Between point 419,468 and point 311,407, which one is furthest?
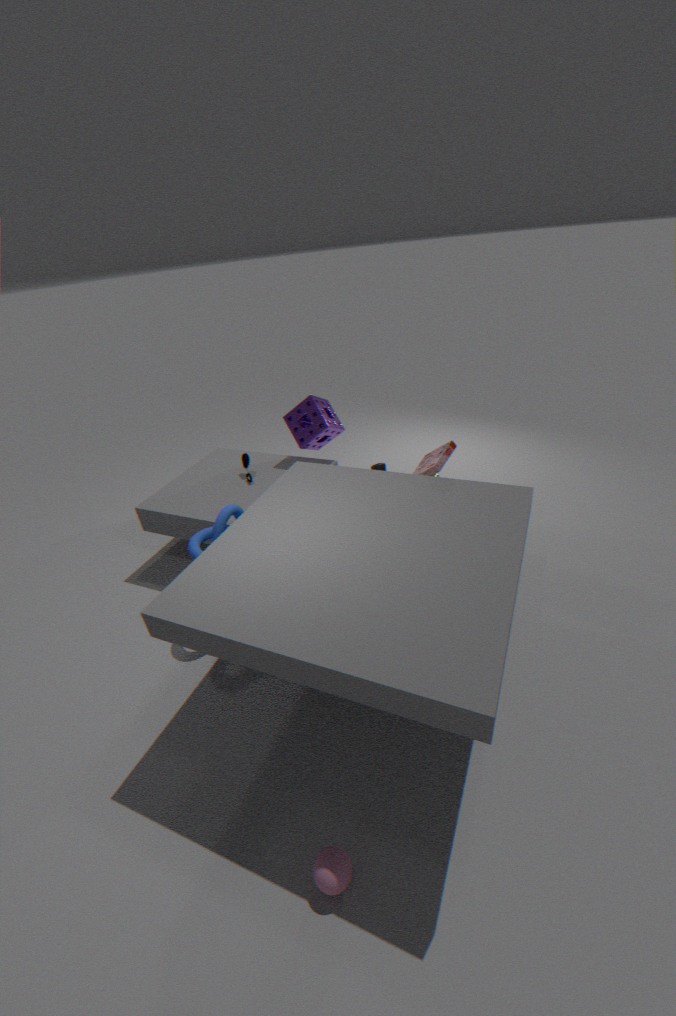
point 311,407
